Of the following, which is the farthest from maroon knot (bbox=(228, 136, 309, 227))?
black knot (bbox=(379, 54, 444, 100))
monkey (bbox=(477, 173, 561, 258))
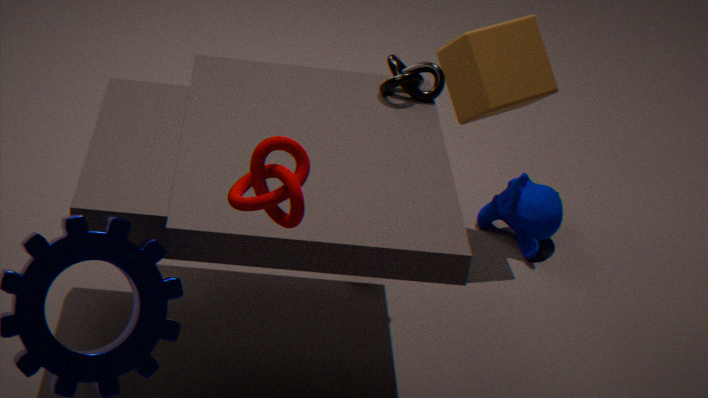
monkey (bbox=(477, 173, 561, 258))
